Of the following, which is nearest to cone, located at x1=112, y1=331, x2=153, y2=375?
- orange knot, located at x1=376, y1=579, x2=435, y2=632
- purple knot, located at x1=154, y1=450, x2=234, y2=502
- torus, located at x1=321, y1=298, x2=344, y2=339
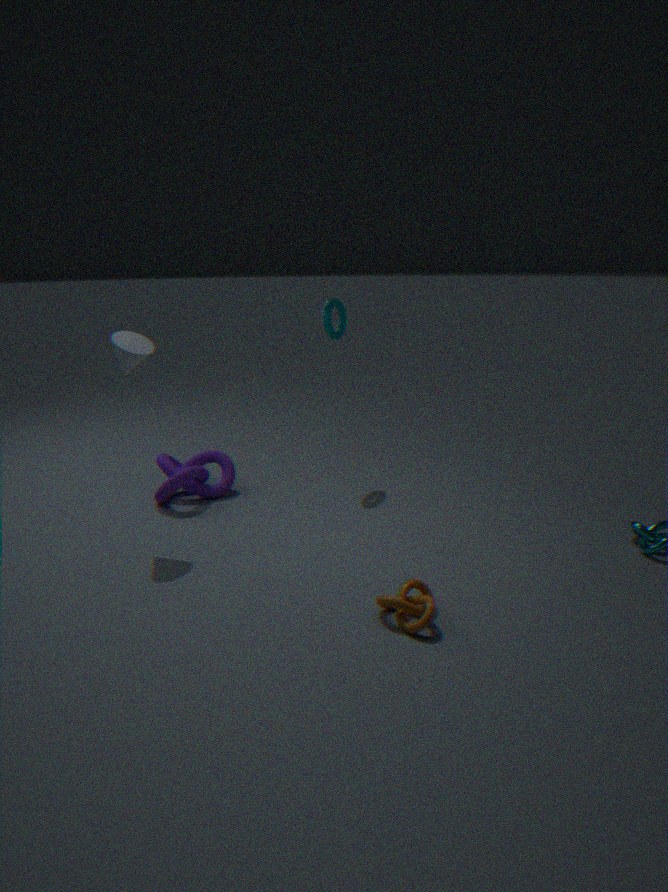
purple knot, located at x1=154, y1=450, x2=234, y2=502
